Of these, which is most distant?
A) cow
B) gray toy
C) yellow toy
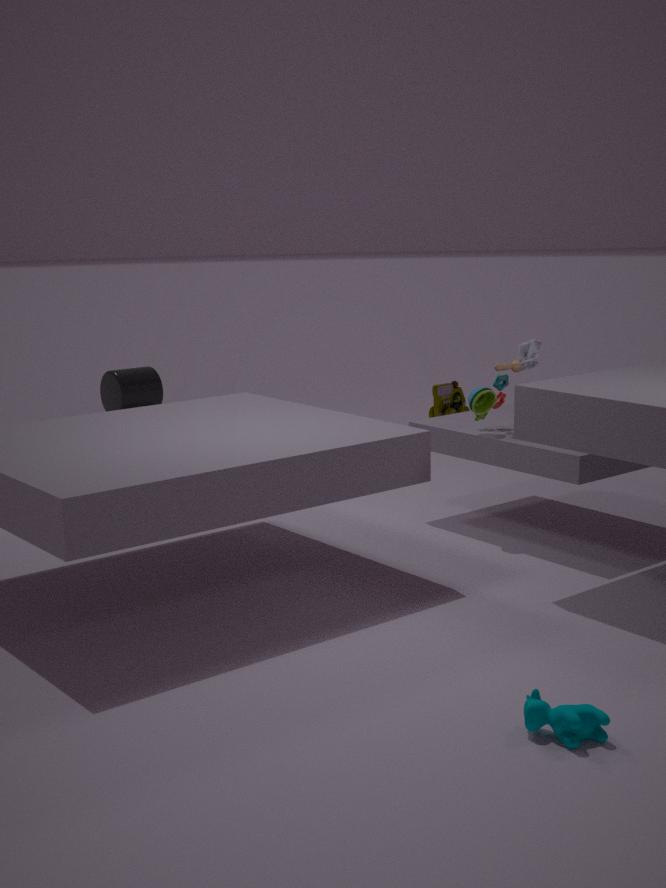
yellow toy
